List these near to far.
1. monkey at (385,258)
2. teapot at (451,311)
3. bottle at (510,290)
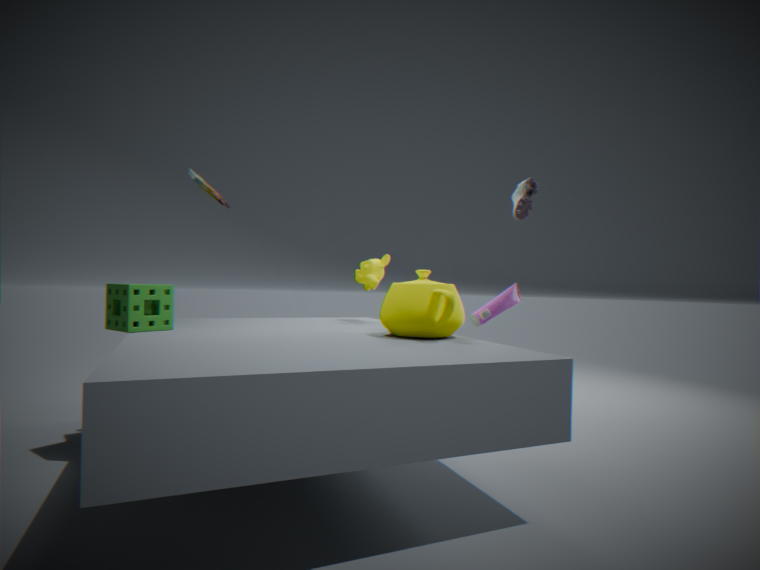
1. teapot at (451,311)
2. bottle at (510,290)
3. monkey at (385,258)
